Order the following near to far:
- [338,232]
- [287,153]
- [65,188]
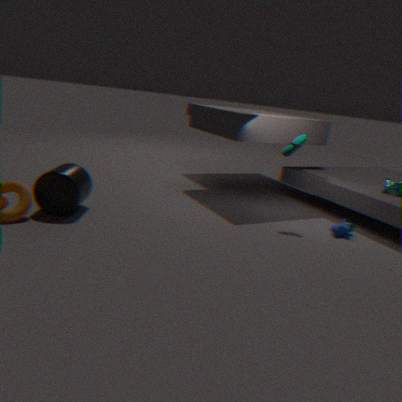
[65,188]
[338,232]
[287,153]
